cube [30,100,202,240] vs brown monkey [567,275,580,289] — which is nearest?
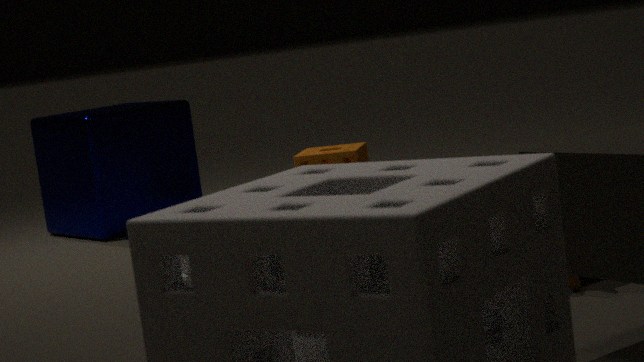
brown monkey [567,275,580,289]
